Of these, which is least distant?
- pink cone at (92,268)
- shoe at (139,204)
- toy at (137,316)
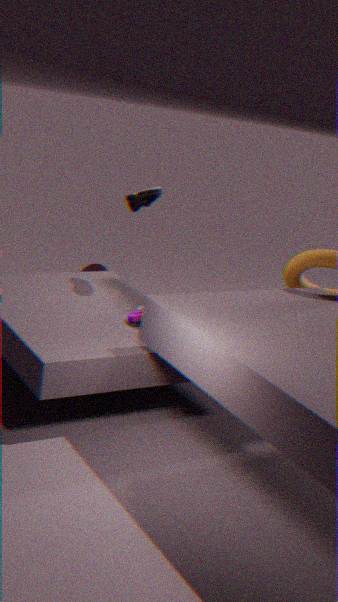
toy at (137,316)
